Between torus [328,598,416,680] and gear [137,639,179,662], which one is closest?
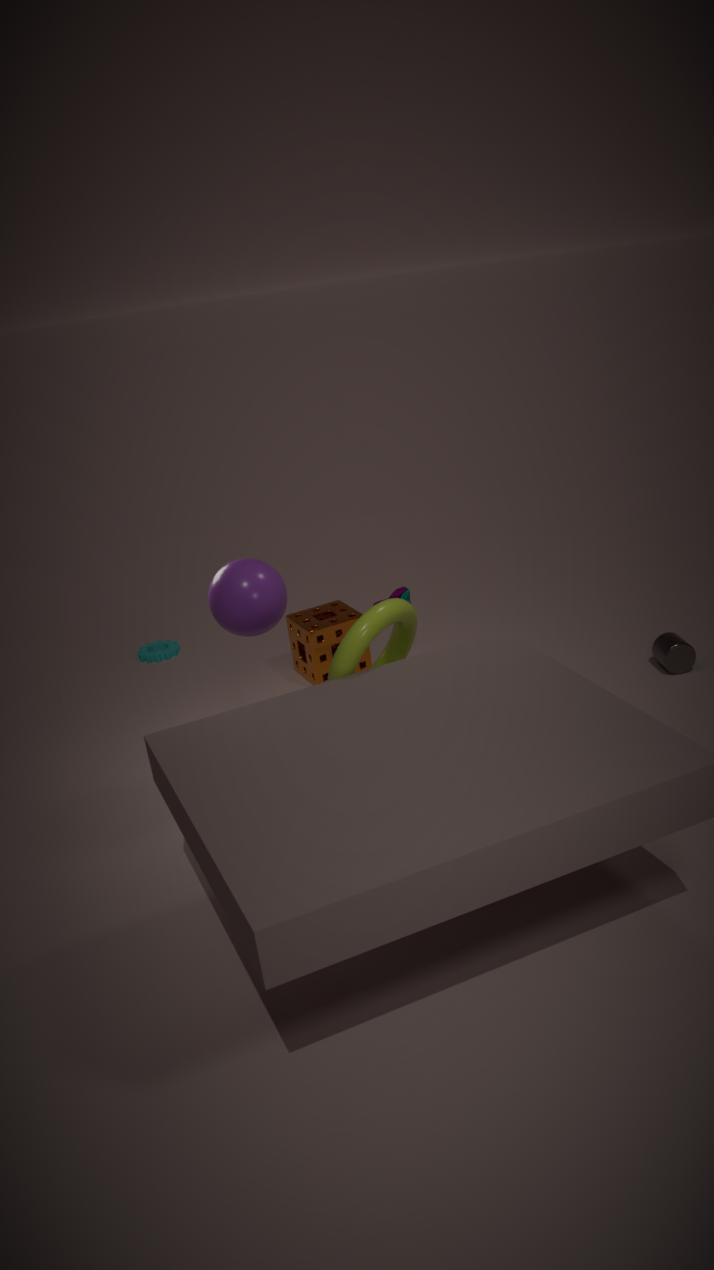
torus [328,598,416,680]
